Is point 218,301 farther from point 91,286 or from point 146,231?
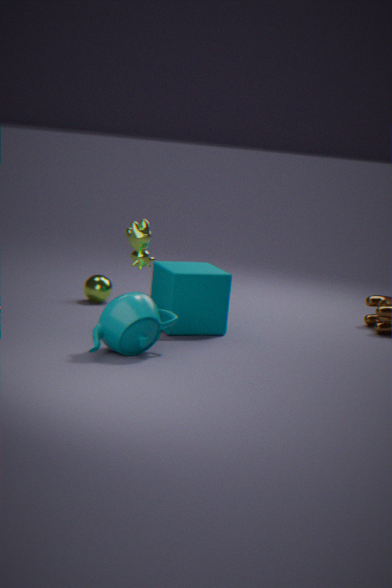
point 91,286
